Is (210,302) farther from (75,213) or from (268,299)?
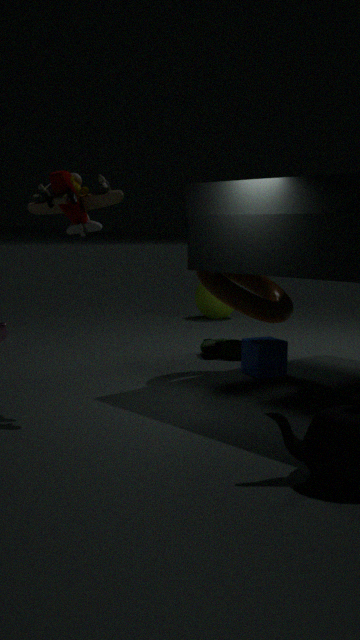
(75,213)
